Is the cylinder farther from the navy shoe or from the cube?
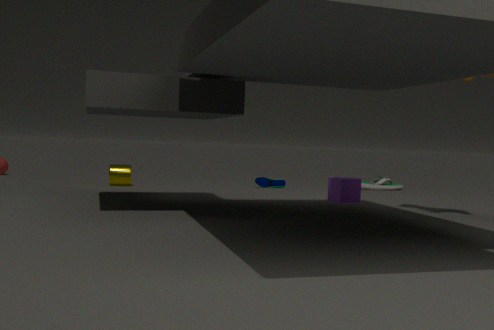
the cube
